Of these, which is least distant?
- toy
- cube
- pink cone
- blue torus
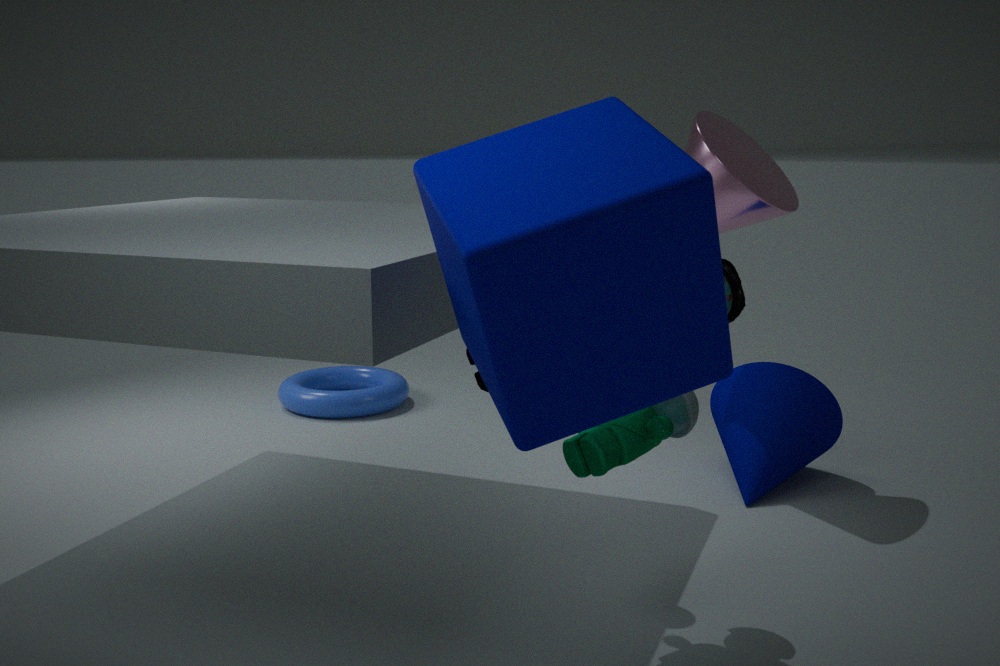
cube
